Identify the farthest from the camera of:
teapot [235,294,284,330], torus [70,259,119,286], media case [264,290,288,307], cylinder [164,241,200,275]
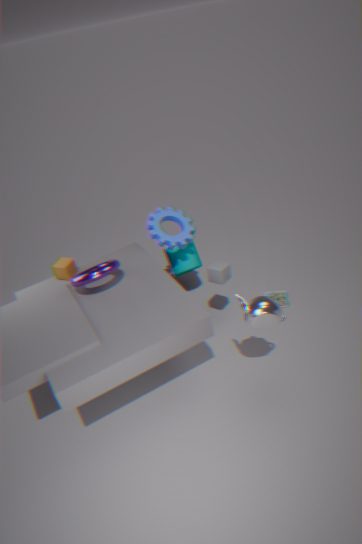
cylinder [164,241,200,275]
